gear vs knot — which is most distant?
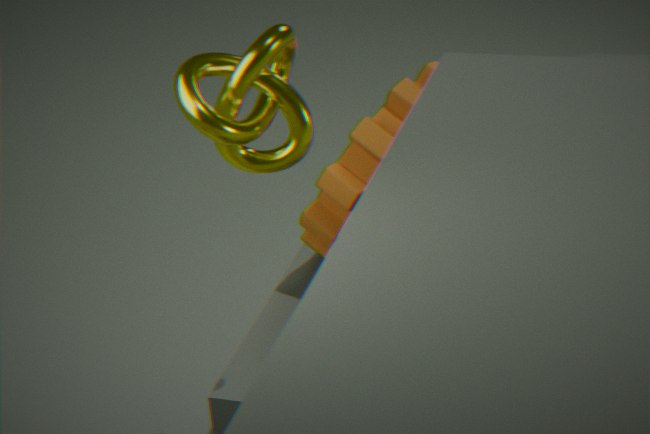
gear
